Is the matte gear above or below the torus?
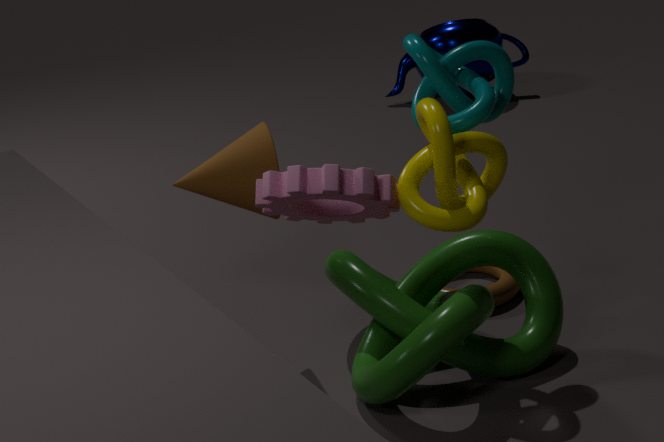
above
